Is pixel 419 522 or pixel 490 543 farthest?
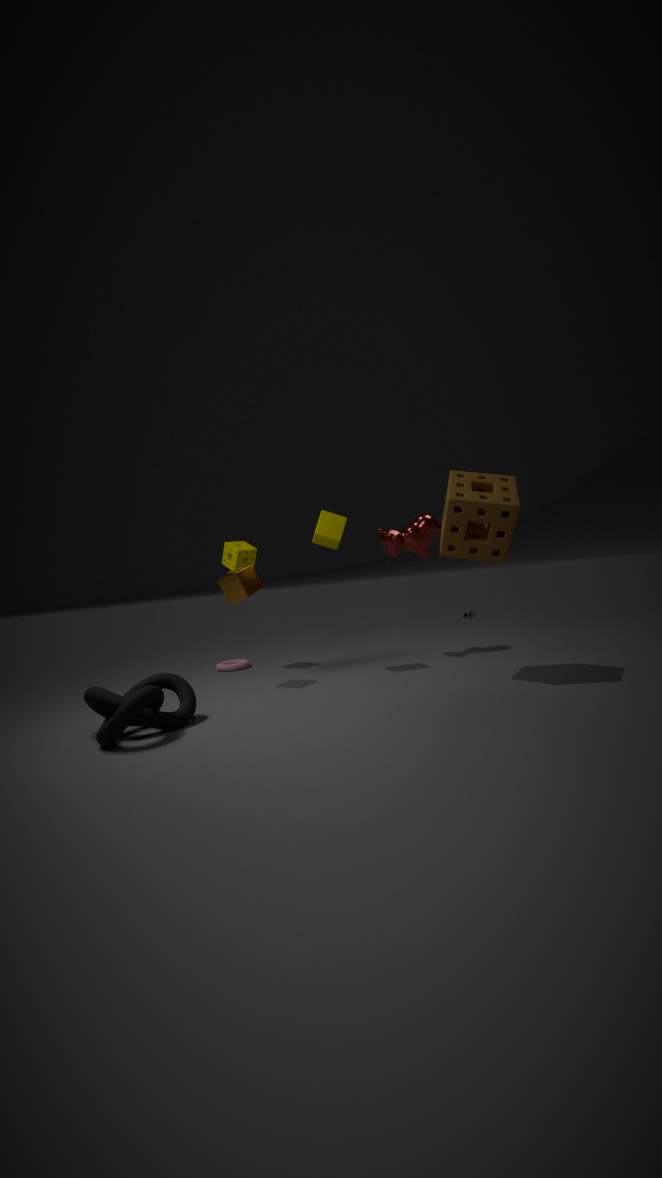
pixel 419 522
